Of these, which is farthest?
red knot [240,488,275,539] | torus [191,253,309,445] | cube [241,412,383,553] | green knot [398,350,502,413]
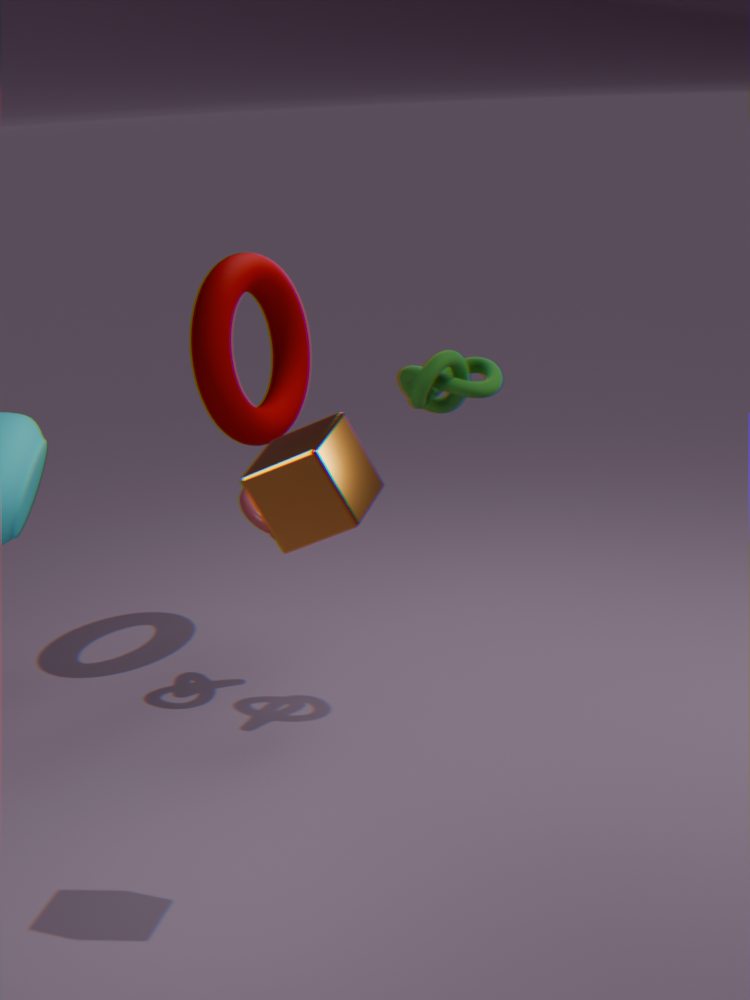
torus [191,253,309,445]
